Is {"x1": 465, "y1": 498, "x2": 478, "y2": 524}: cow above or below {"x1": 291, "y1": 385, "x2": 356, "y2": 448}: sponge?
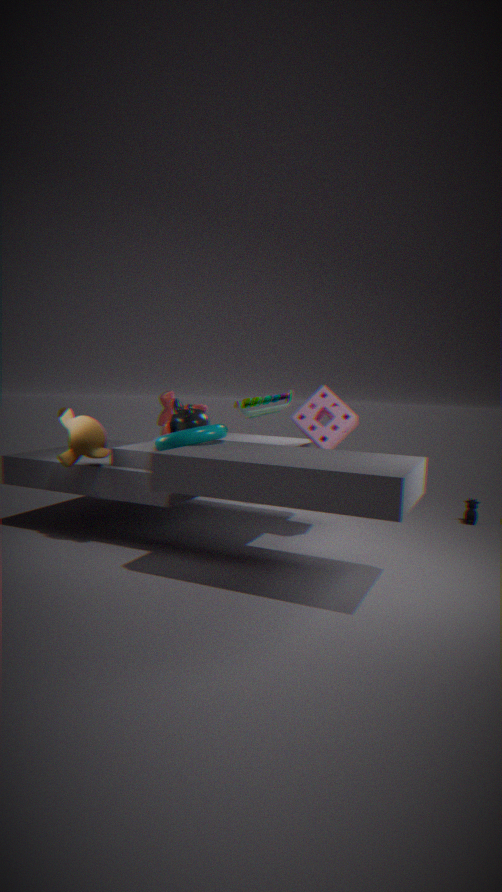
below
